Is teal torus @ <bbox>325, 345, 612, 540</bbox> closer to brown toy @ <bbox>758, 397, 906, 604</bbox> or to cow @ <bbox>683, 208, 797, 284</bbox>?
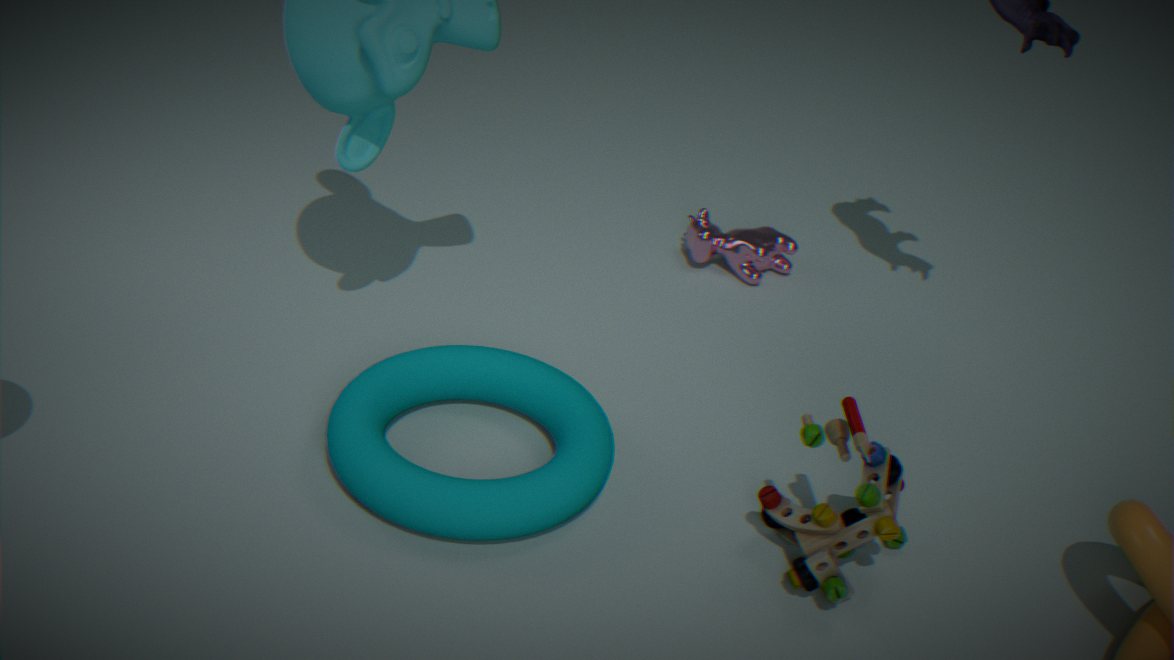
brown toy @ <bbox>758, 397, 906, 604</bbox>
